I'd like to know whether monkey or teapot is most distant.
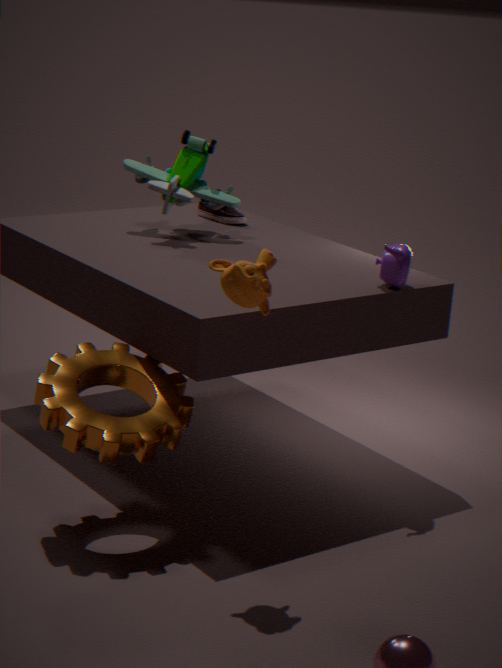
teapot
